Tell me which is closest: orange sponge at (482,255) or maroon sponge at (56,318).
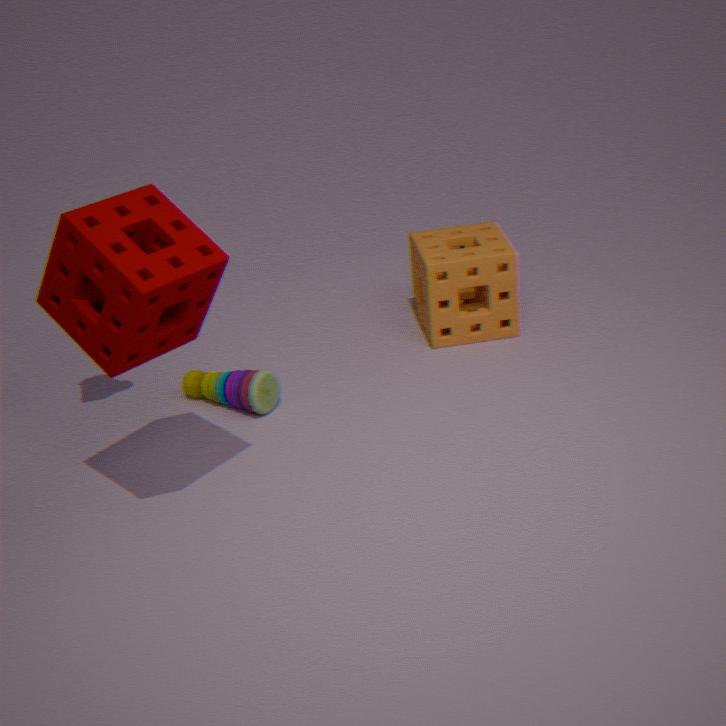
maroon sponge at (56,318)
